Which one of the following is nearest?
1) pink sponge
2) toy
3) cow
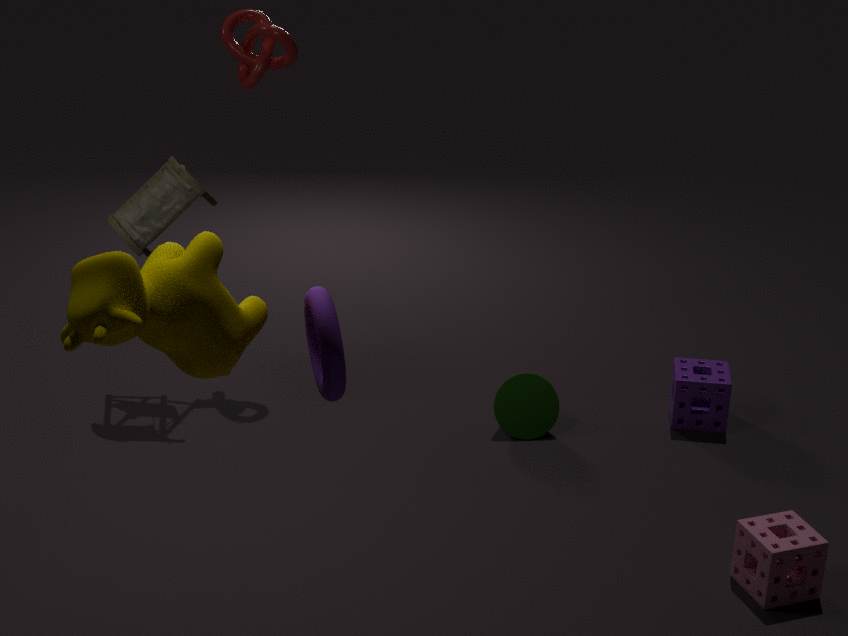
3. cow
